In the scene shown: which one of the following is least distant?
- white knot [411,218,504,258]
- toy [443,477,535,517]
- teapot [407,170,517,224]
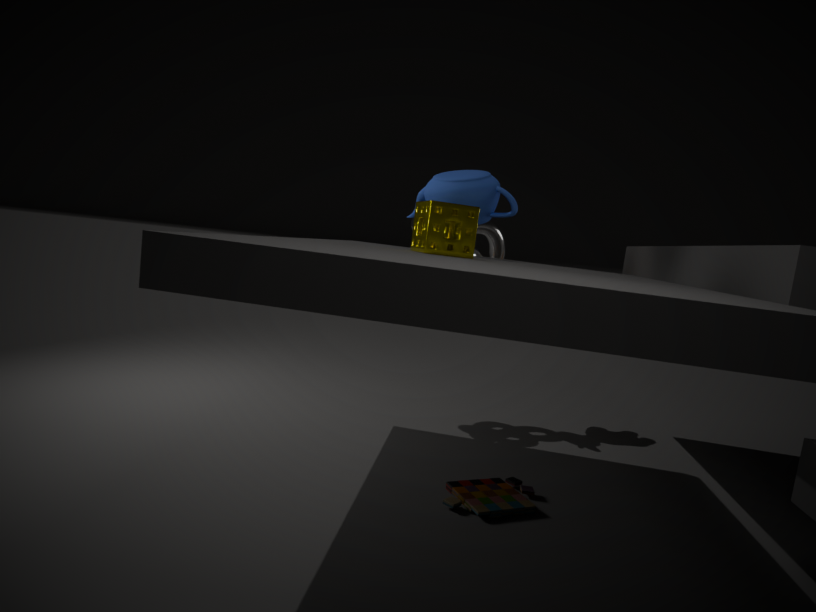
toy [443,477,535,517]
